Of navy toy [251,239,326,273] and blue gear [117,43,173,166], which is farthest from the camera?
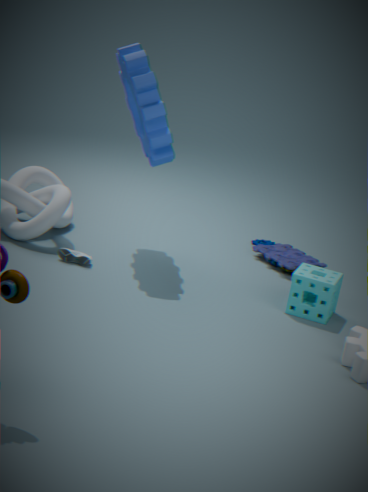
navy toy [251,239,326,273]
